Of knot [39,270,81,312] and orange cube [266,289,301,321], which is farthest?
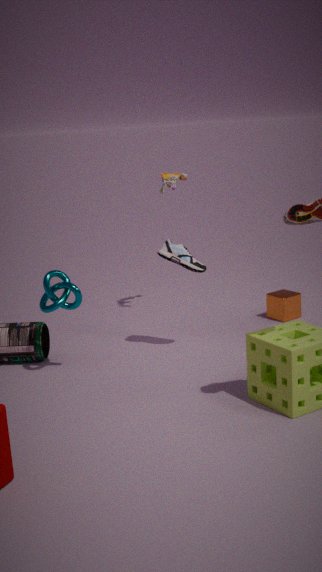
orange cube [266,289,301,321]
